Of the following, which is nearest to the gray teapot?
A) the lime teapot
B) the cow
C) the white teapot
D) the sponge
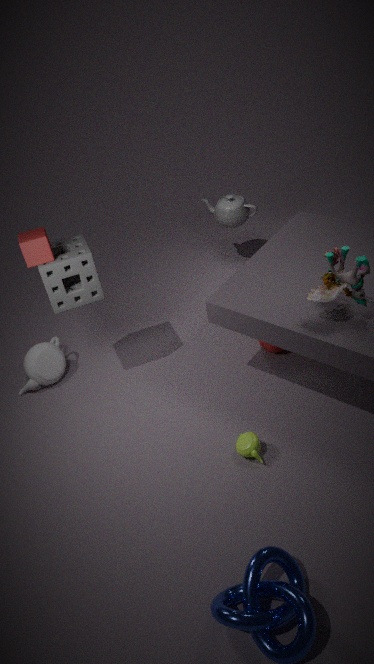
the cow
